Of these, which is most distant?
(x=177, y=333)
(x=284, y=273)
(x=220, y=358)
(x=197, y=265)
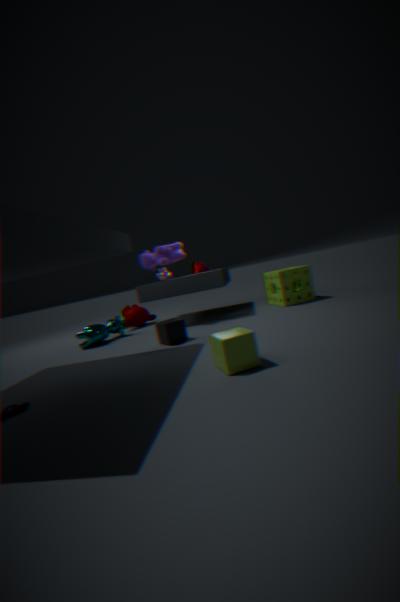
(x=197, y=265)
